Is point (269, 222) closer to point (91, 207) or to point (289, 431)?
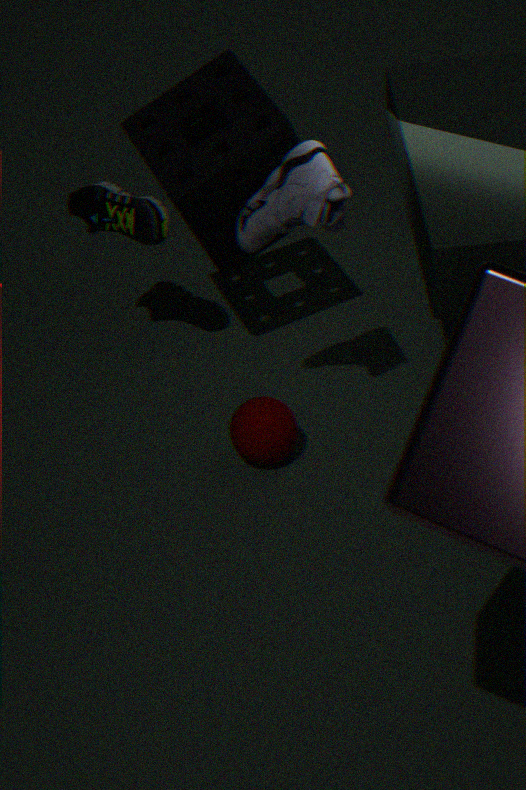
point (289, 431)
